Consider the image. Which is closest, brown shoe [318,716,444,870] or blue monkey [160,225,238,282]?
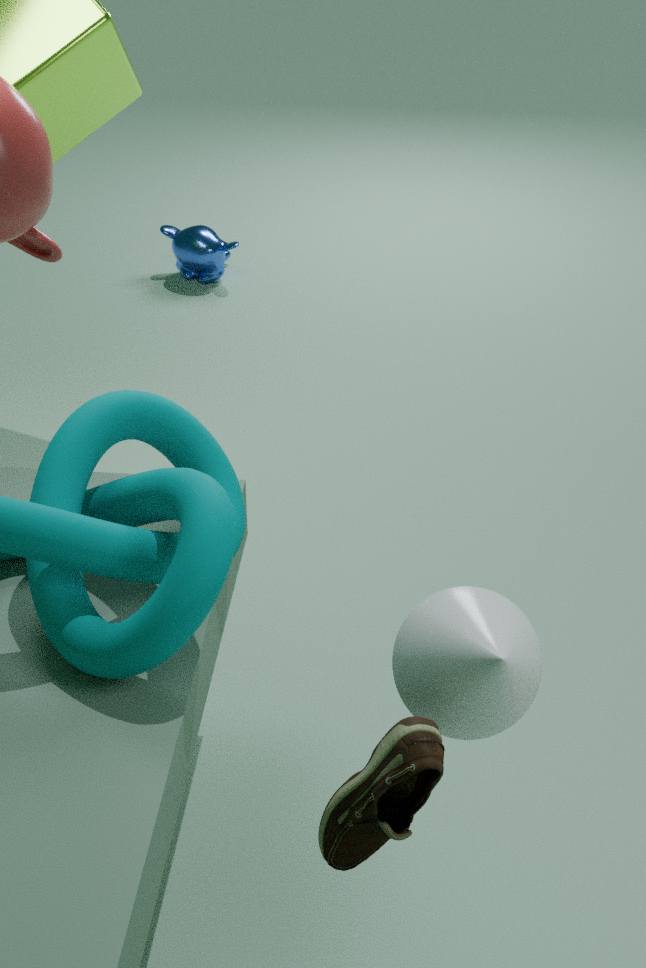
brown shoe [318,716,444,870]
